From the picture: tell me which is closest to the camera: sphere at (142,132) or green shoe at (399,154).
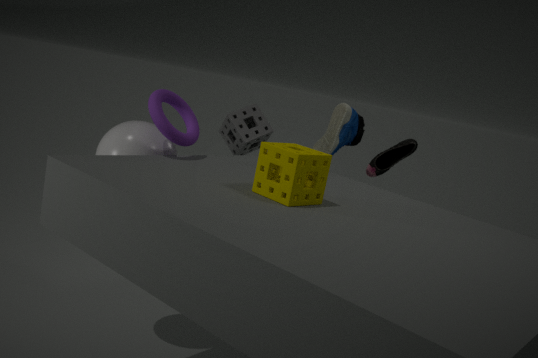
sphere at (142,132)
